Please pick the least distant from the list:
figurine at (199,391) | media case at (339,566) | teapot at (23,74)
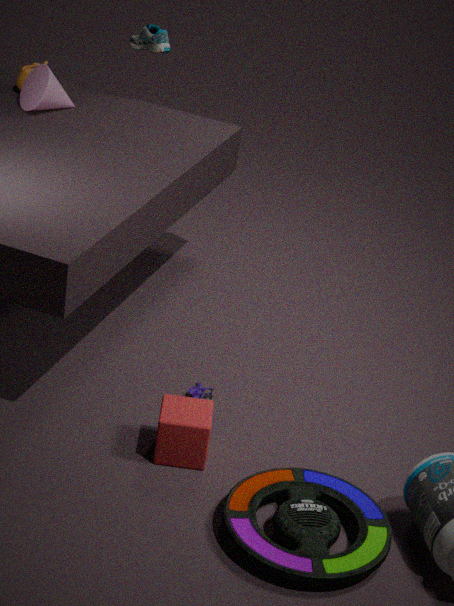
media case at (339,566)
